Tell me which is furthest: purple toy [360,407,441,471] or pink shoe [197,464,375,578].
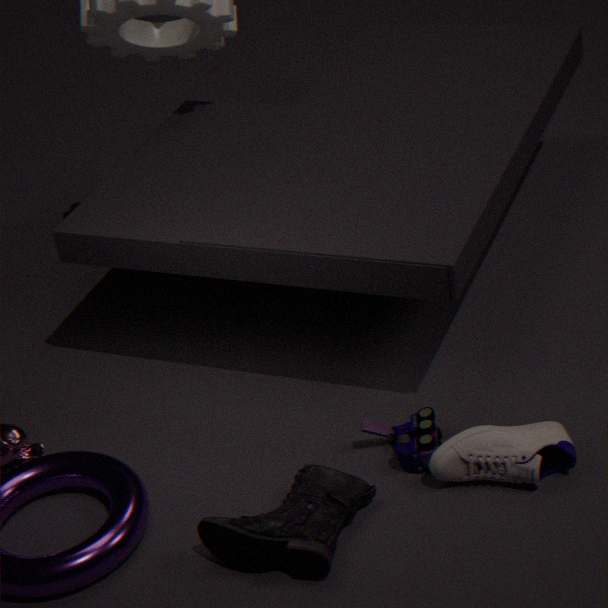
purple toy [360,407,441,471]
